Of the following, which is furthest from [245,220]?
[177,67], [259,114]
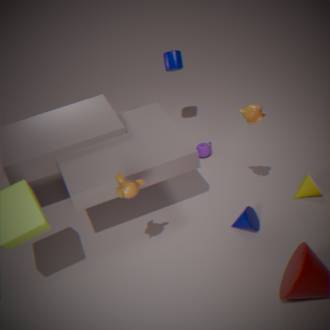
[177,67]
